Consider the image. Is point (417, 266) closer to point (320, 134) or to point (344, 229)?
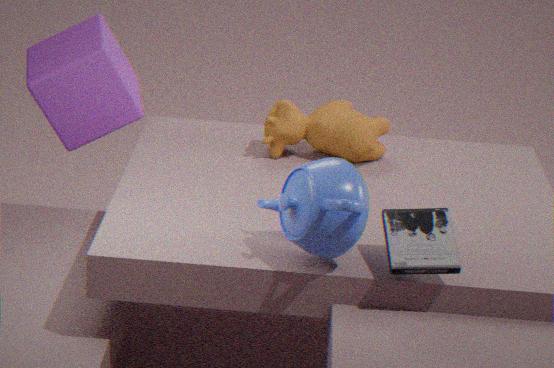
point (344, 229)
